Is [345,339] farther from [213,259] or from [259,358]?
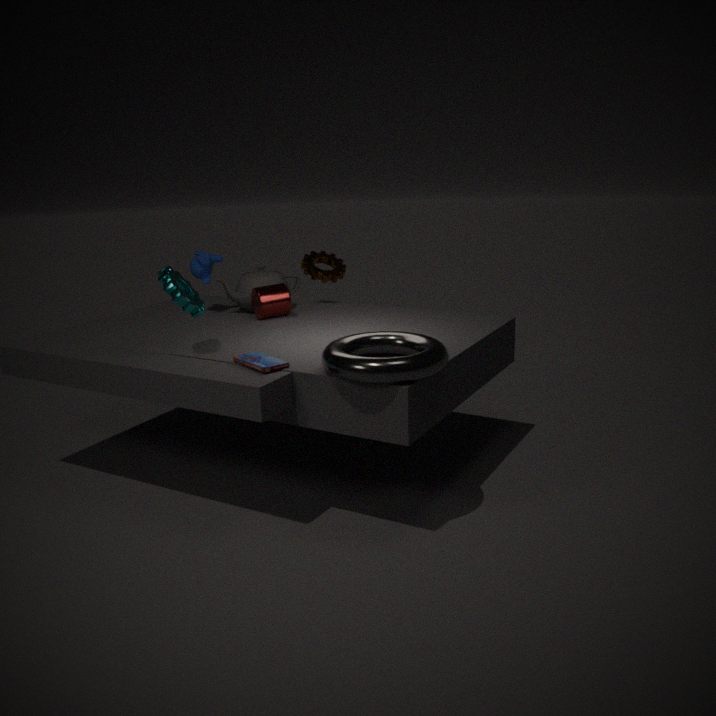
[213,259]
